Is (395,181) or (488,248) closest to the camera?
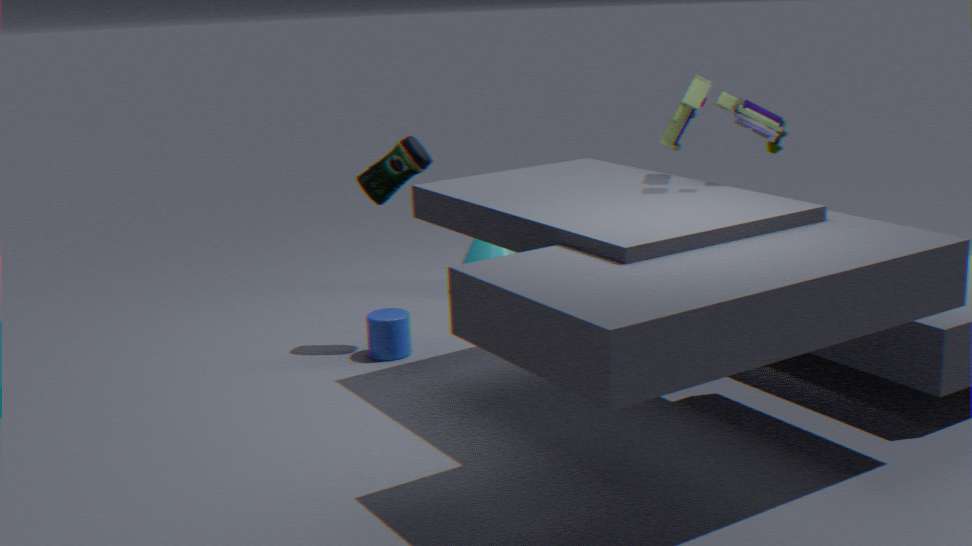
(395,181)
